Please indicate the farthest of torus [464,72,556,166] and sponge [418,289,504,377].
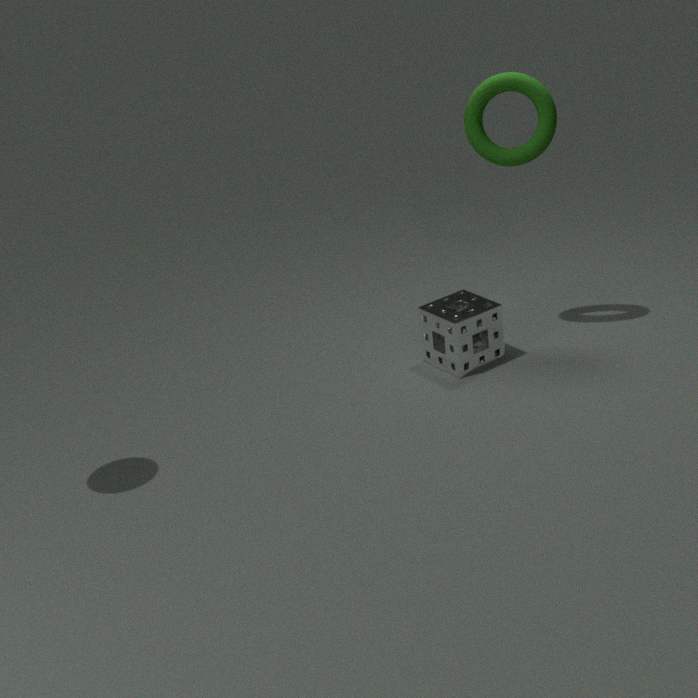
sponge [418,289,504,377]
